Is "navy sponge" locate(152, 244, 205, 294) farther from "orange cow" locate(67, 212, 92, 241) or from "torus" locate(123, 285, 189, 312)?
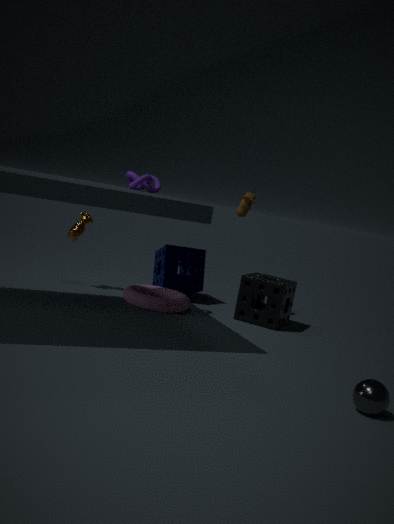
"orange cow" locate(67, 212, 92, 241)
